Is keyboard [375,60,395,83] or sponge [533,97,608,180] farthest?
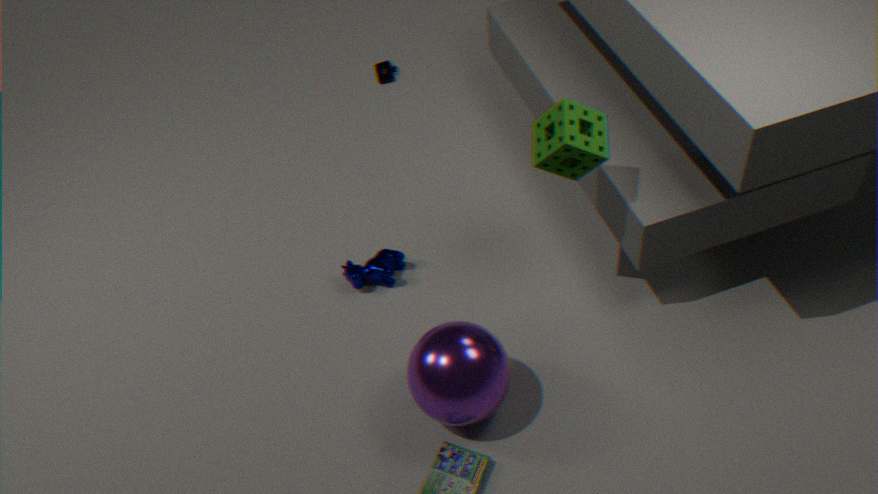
keyboard [375,60,395,83]
